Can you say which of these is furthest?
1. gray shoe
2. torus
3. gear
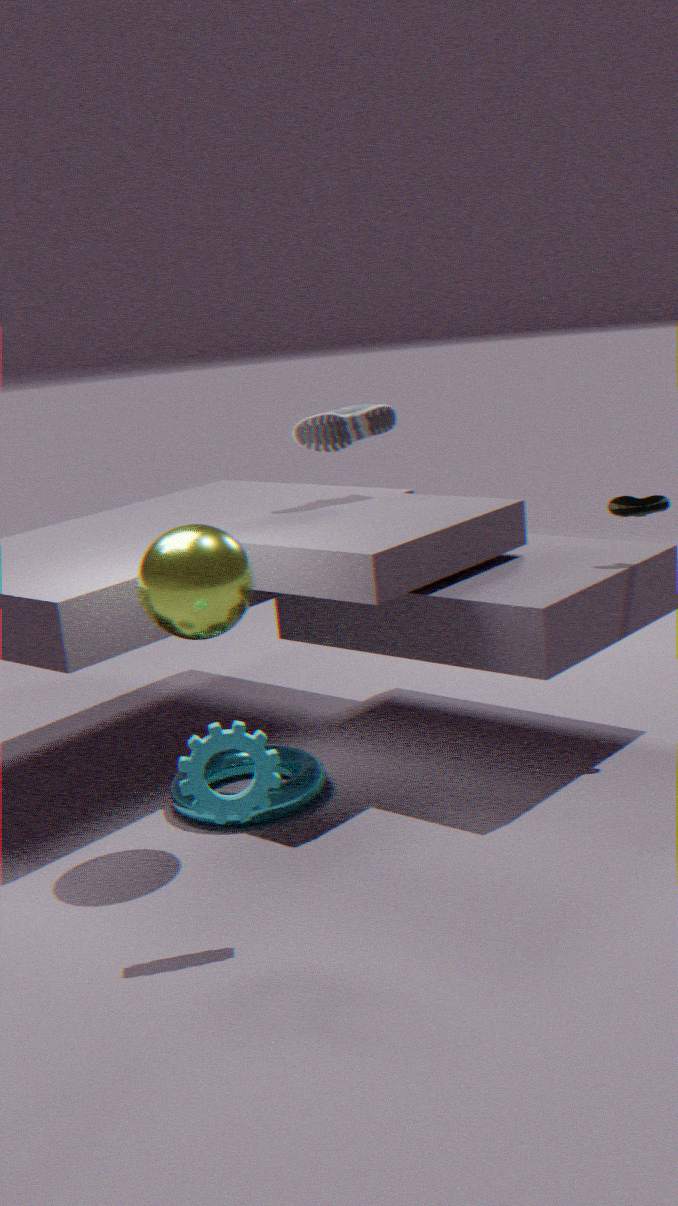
gray shoe
